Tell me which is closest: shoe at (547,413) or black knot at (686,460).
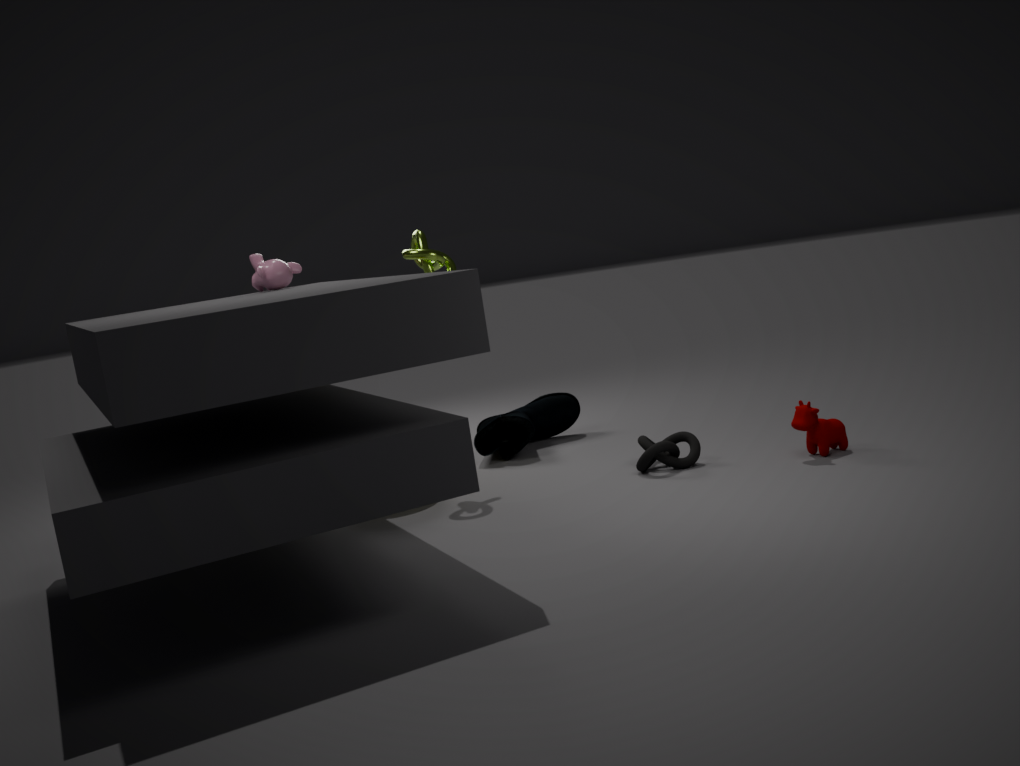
black knot at (686,460)
